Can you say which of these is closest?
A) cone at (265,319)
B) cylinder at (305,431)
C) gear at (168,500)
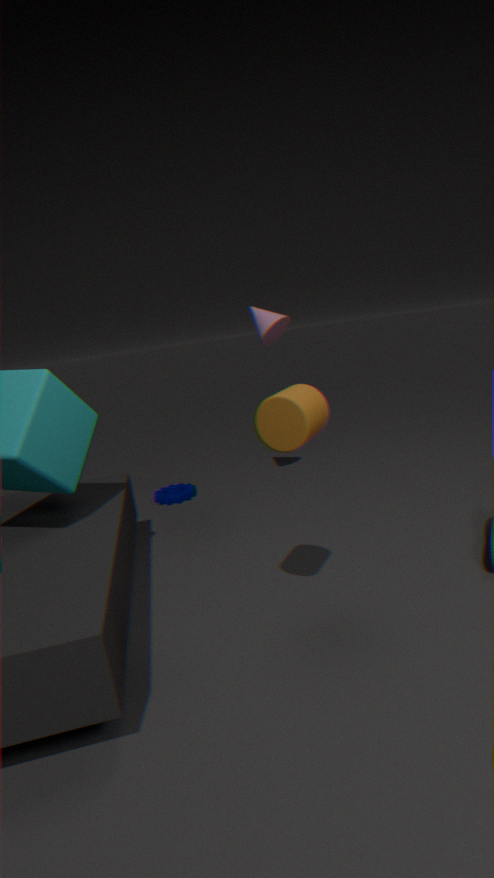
cylinder at (305,431)
